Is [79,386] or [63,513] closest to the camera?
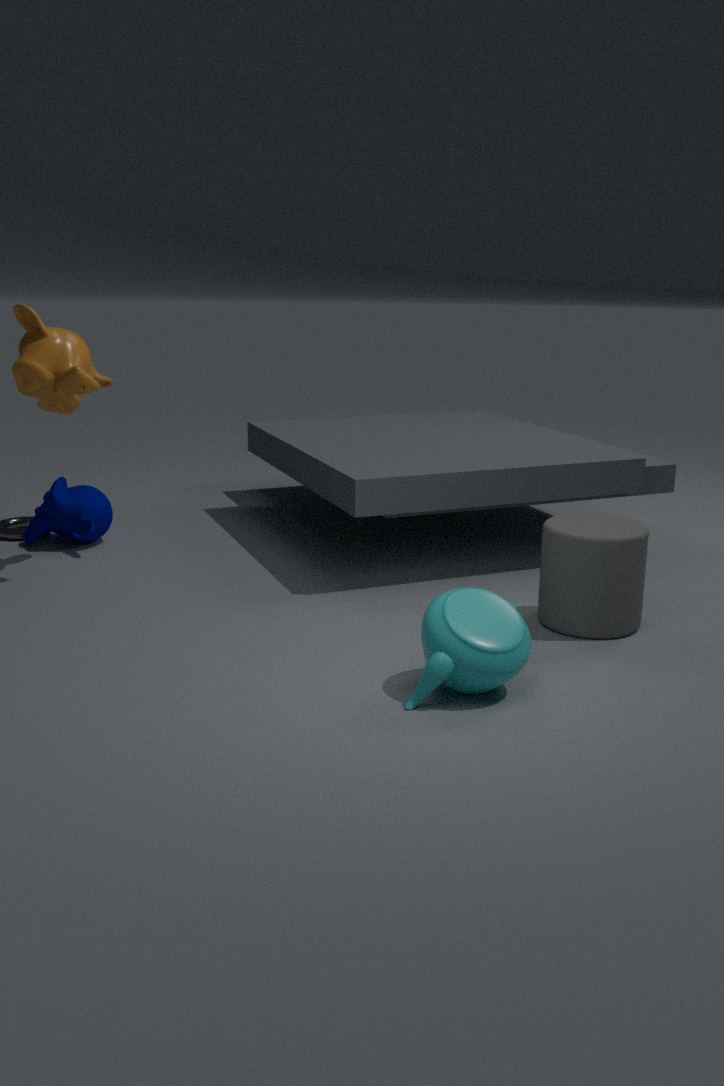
[79,386]
